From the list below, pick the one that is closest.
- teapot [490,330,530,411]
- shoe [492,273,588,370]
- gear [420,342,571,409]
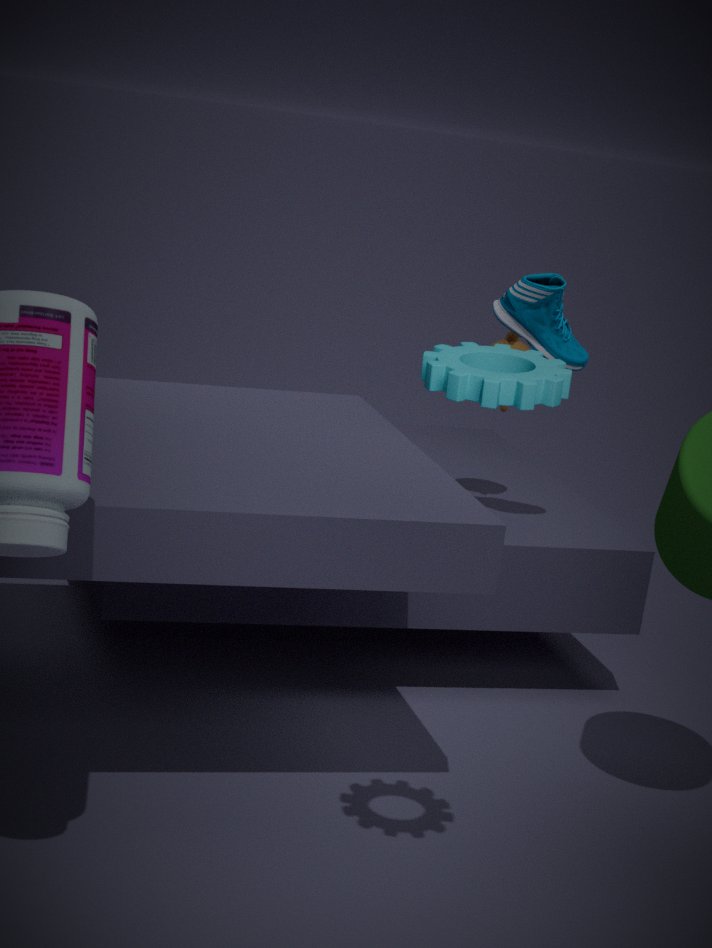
gear [420,342,571,409]
